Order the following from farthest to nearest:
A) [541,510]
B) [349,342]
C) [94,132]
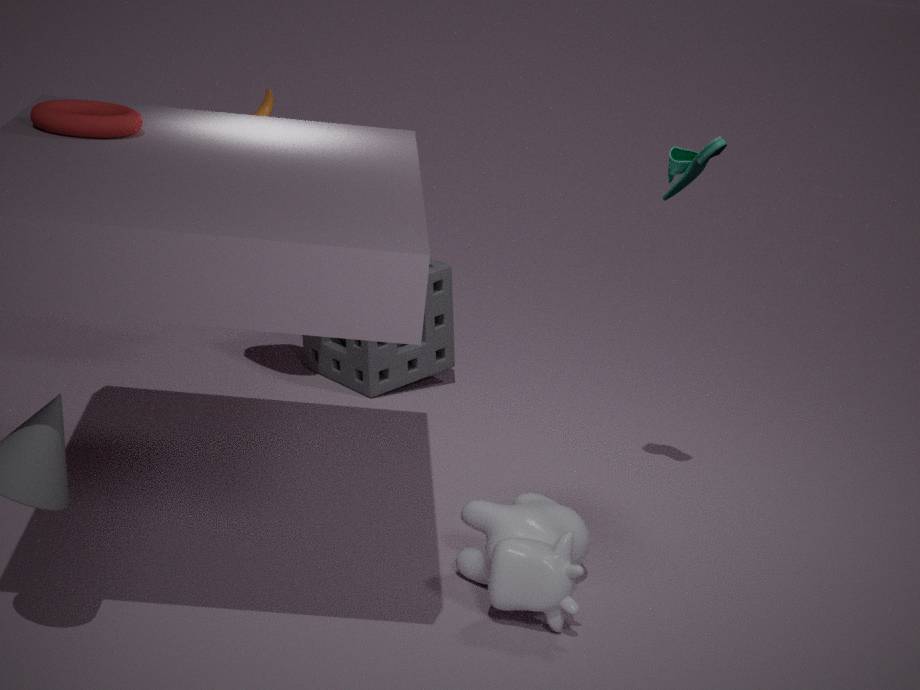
1. [349,342]
2. [541,510]
3. [94,132]
